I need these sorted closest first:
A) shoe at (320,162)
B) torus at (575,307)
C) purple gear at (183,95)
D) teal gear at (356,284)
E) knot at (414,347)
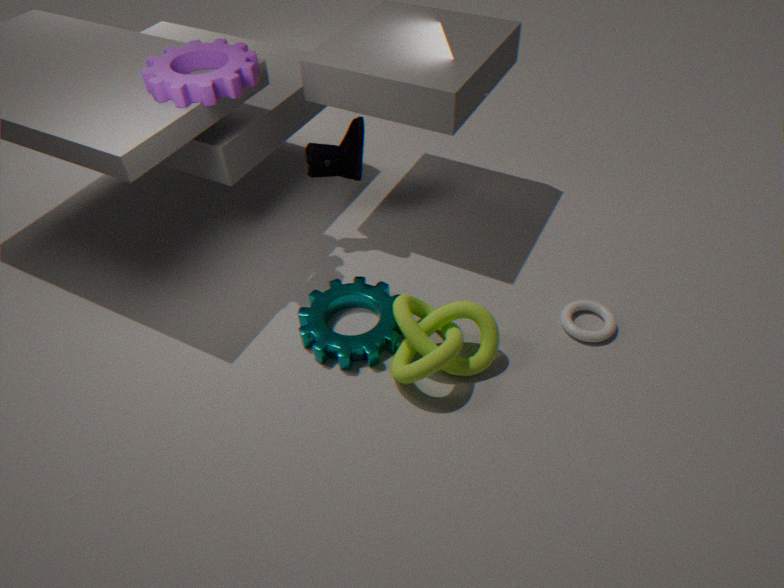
knot at (414,347)
purple gear at (183,95)
teal gear at (356,284)
torus at (575,307)
shoe at (320,162)
